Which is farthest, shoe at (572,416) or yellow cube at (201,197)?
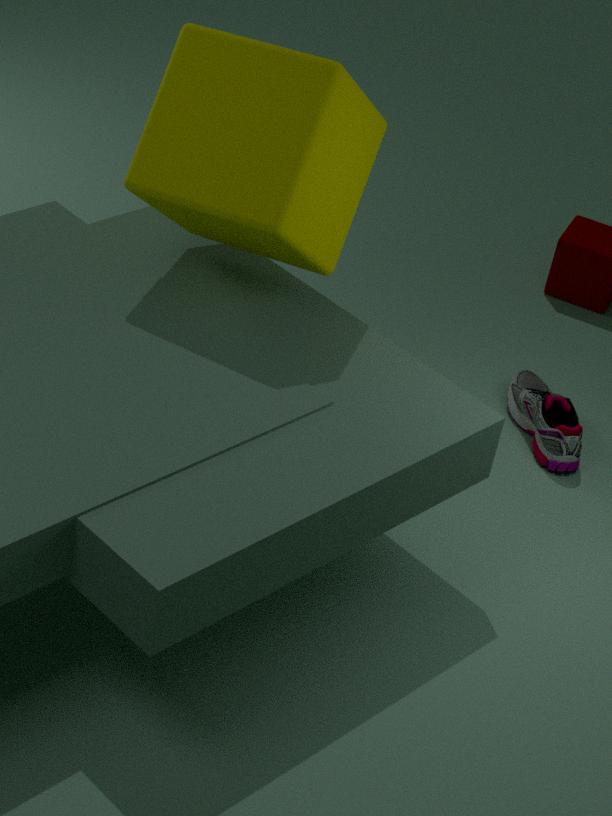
shoe at (572,416)
